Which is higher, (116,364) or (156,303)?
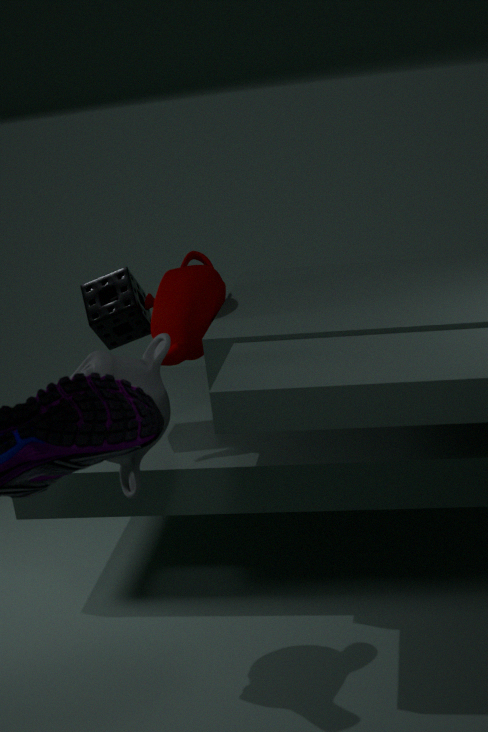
(156,303)
